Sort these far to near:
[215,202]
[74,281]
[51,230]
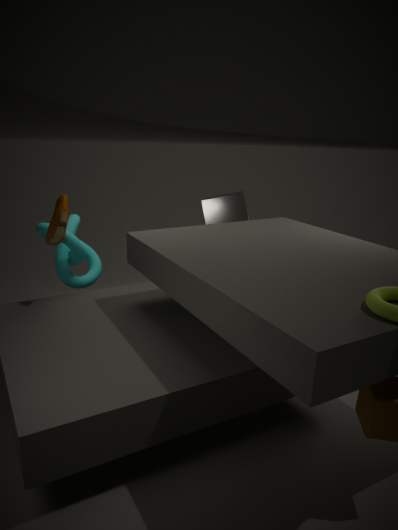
[215,202] < [74,281] < [51,230]
